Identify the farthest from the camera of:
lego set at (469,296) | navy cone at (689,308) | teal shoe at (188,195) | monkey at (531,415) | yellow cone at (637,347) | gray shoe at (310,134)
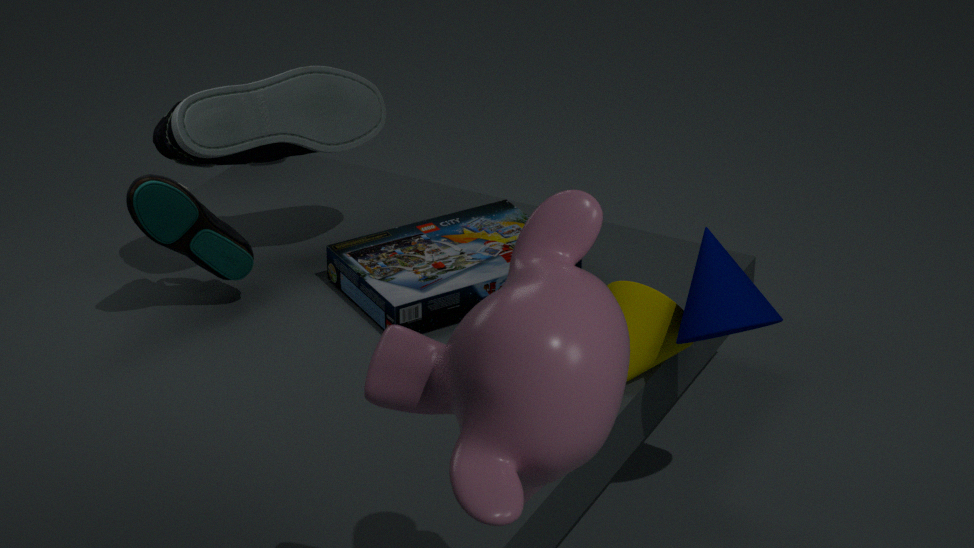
lego set at (469,296)
